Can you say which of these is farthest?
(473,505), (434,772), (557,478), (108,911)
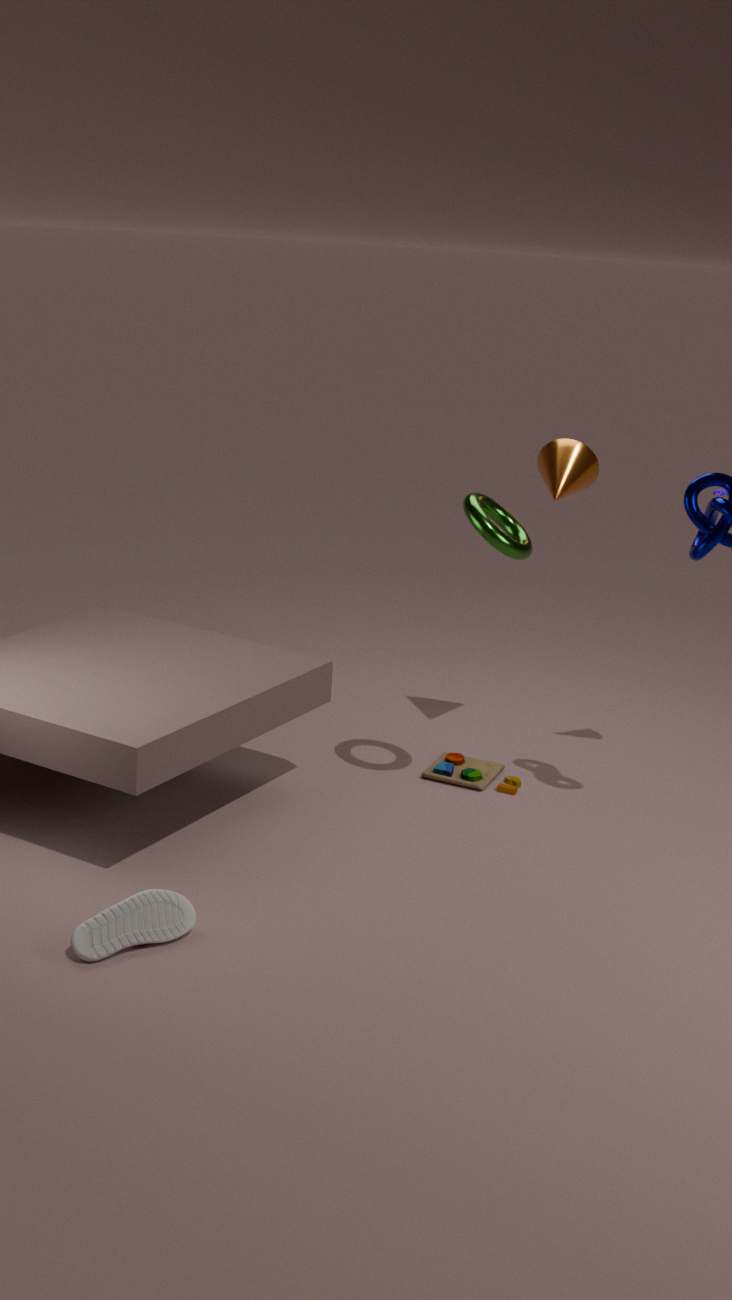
(434,772)
